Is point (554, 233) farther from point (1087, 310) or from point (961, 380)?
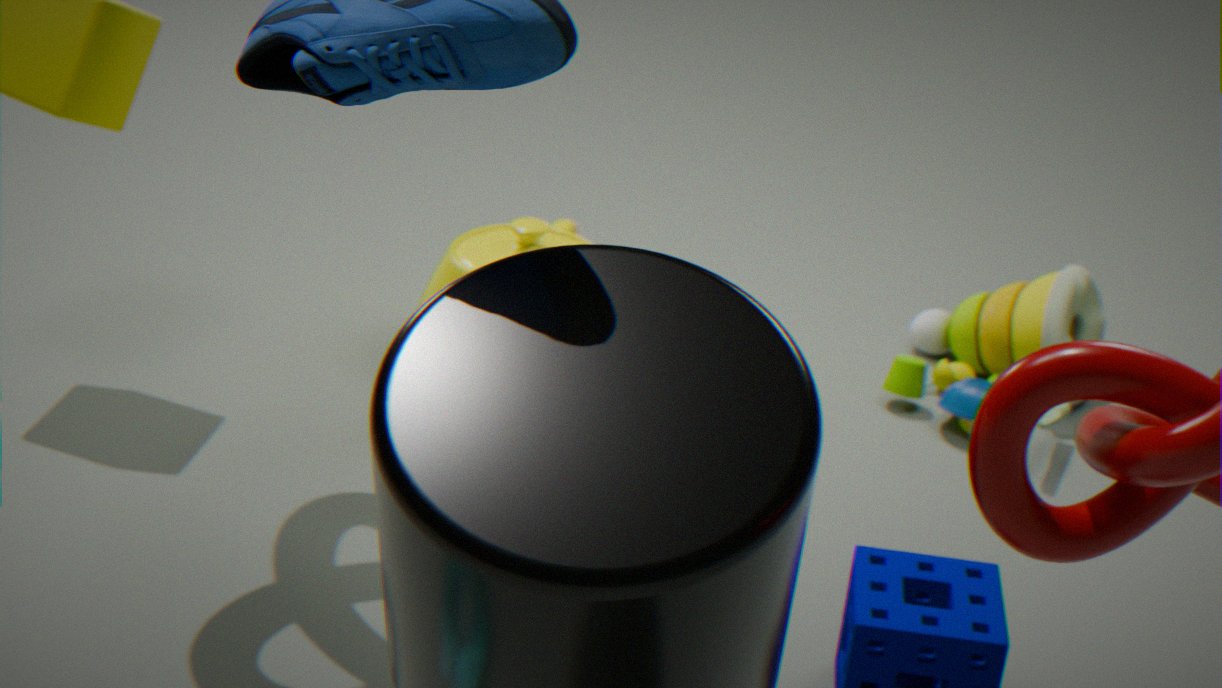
point (1087, 310)
